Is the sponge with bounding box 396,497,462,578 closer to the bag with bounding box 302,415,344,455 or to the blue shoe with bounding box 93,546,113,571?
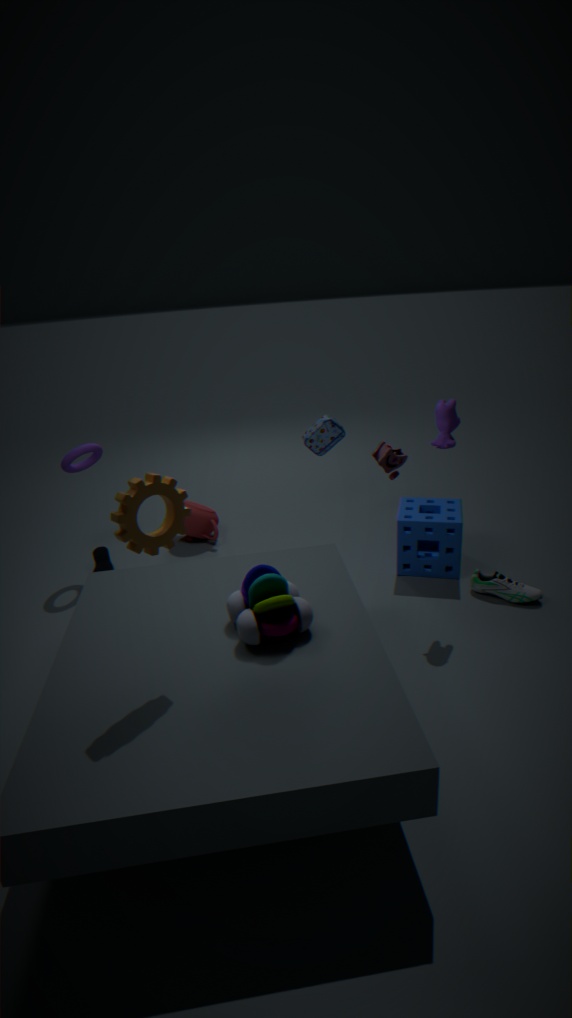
the bag with bounding box 302,415,344,455
